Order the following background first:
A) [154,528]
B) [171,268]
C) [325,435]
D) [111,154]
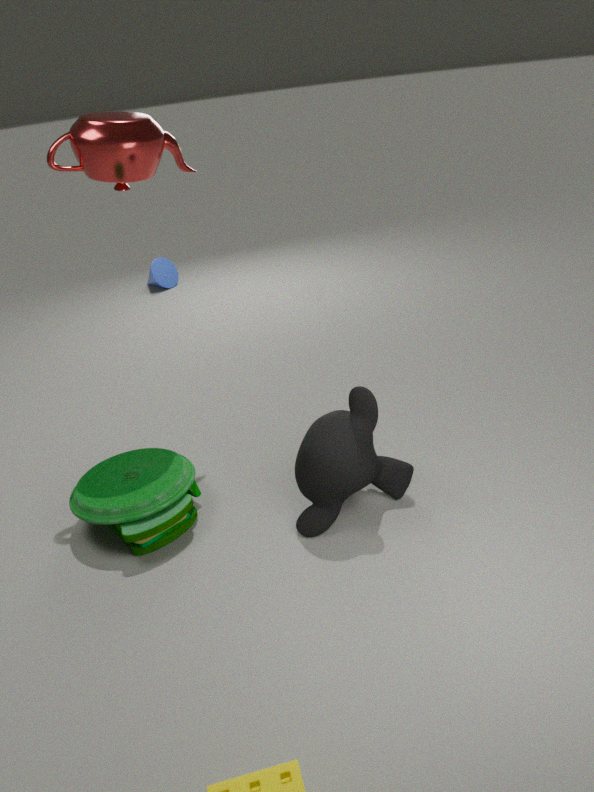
[171,268] < [111,154] < [154,528] < [325,435]
